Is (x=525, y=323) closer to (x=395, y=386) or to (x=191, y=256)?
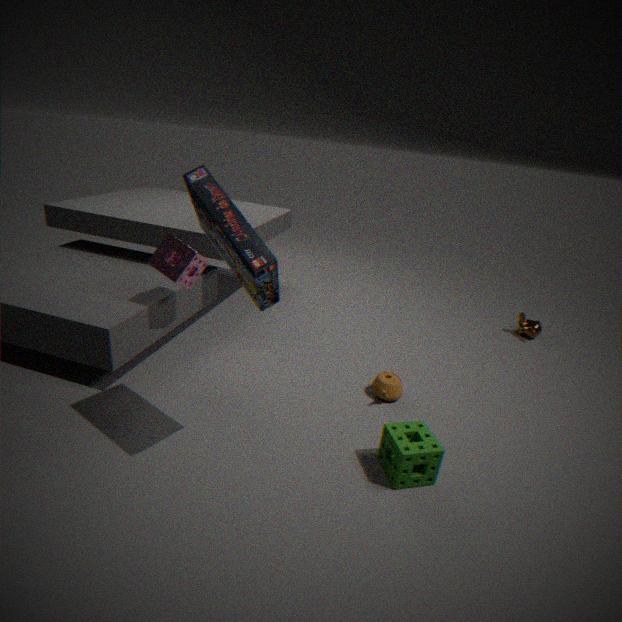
(x=395, y=386)
